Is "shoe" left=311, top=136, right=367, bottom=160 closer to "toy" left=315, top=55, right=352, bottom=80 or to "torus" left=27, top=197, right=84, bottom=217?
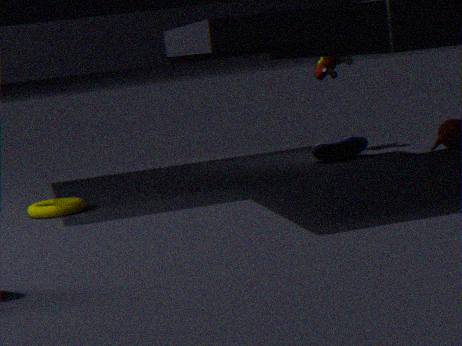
"toy" left=315, top=55, right=352, bottom=80
